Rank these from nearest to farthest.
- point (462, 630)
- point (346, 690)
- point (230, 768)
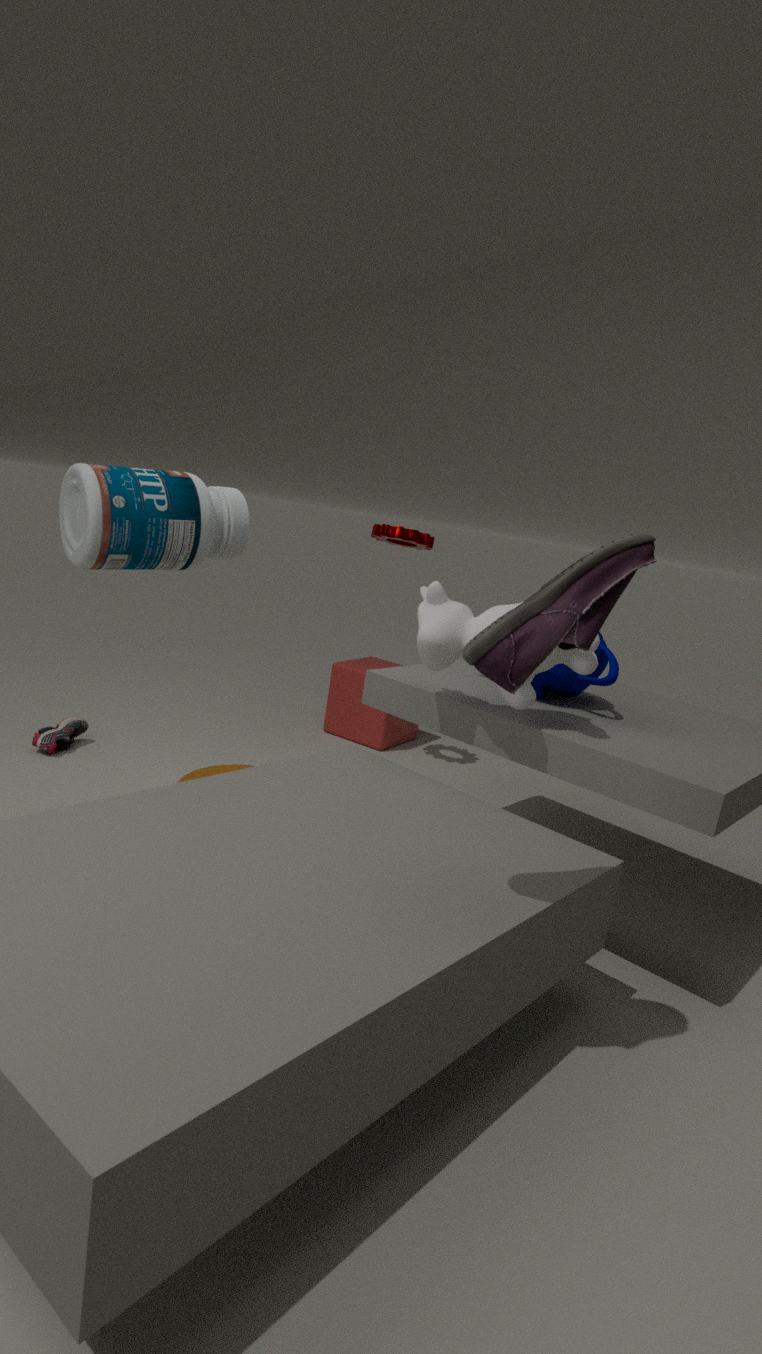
1. point (462, 630)
2. point (230, 768)
3. point (346, 690)
